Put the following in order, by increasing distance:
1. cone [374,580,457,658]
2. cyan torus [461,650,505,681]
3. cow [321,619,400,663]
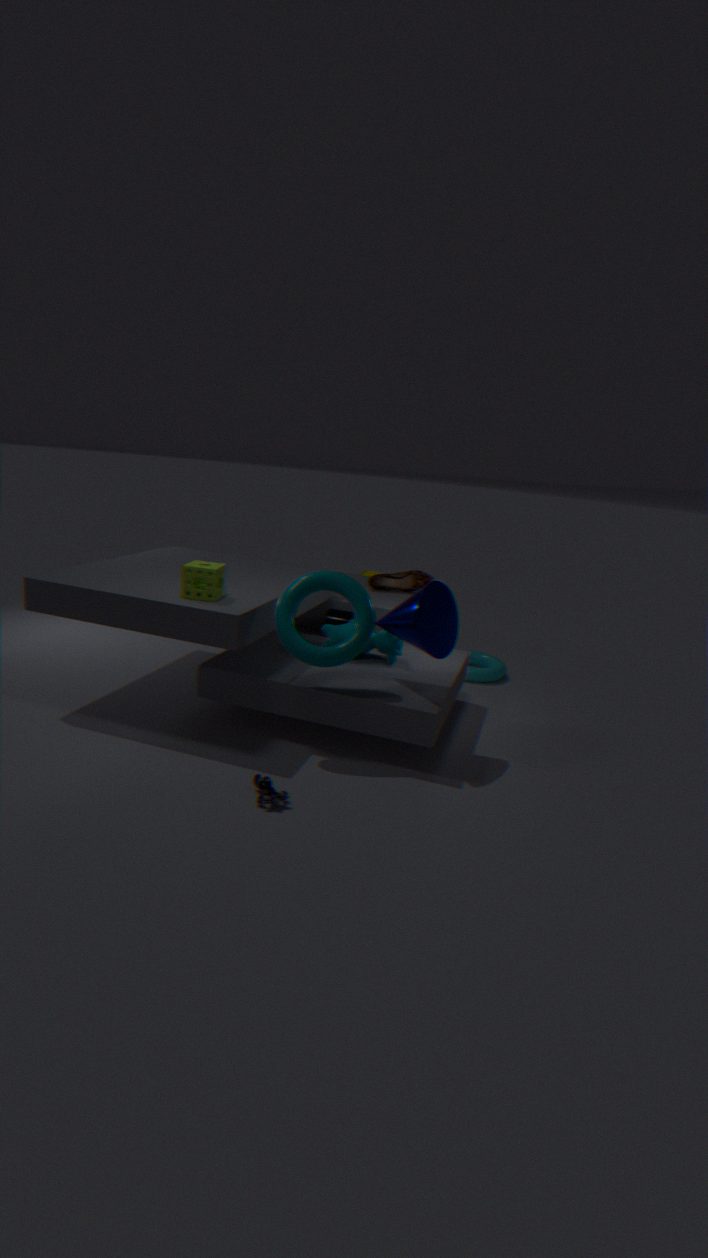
cone [374,580,457,658] < cow [321,619,400,663] < cyan torus [461,650,505,681]
